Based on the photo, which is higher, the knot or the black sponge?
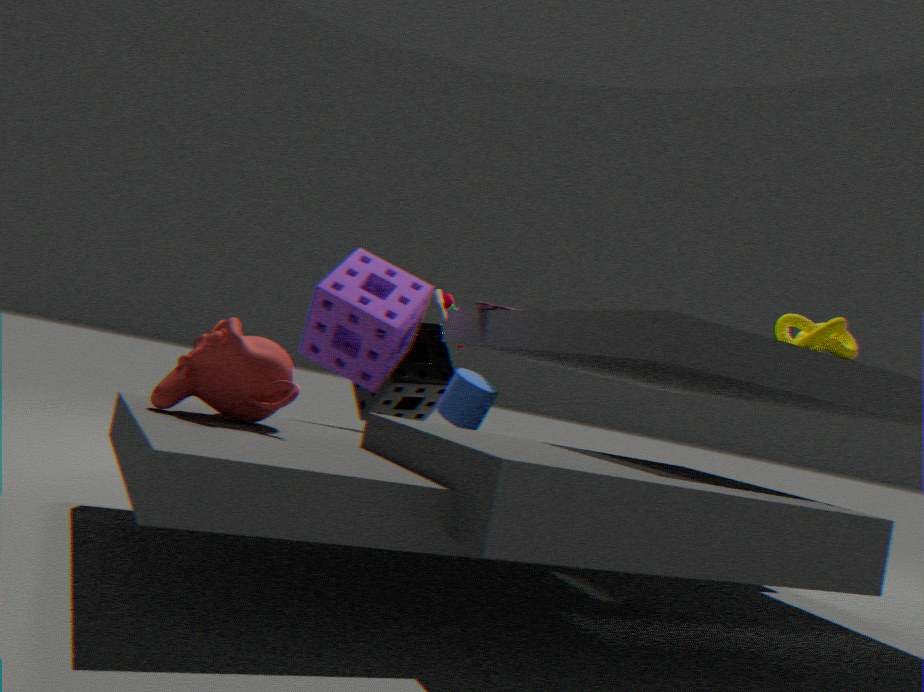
the knot
